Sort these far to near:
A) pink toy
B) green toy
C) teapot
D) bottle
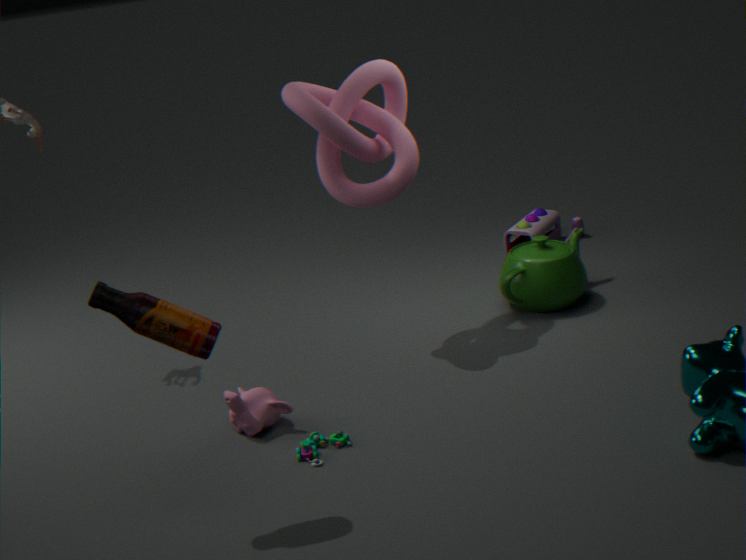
pink toy → teapot → green toy → bottle
